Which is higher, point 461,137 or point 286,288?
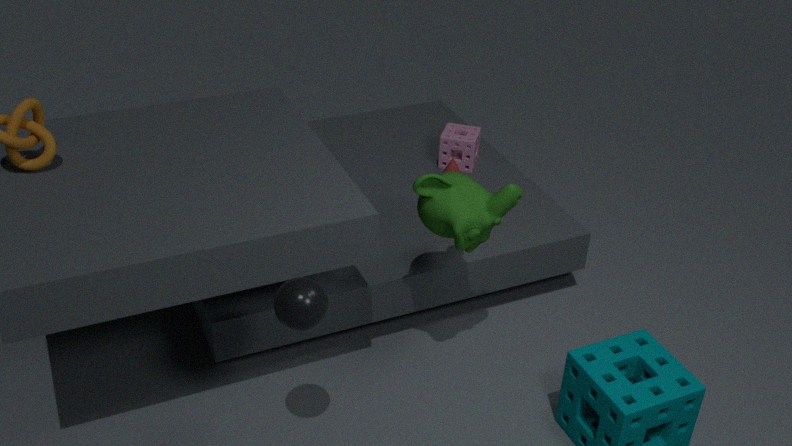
point 286,288
